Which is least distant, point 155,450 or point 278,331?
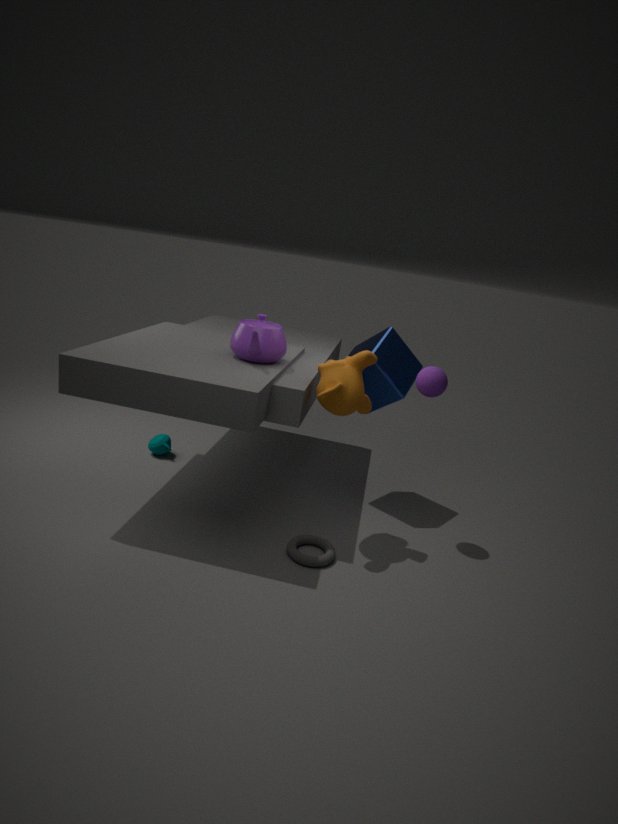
point 278,331
